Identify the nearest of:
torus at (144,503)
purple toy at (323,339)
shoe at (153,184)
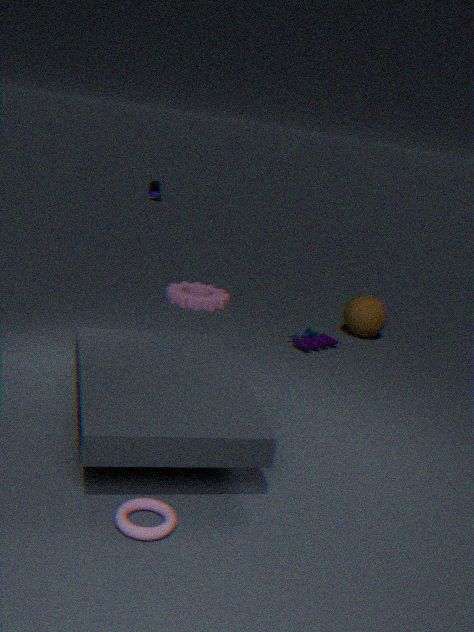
torus at (144,503)
